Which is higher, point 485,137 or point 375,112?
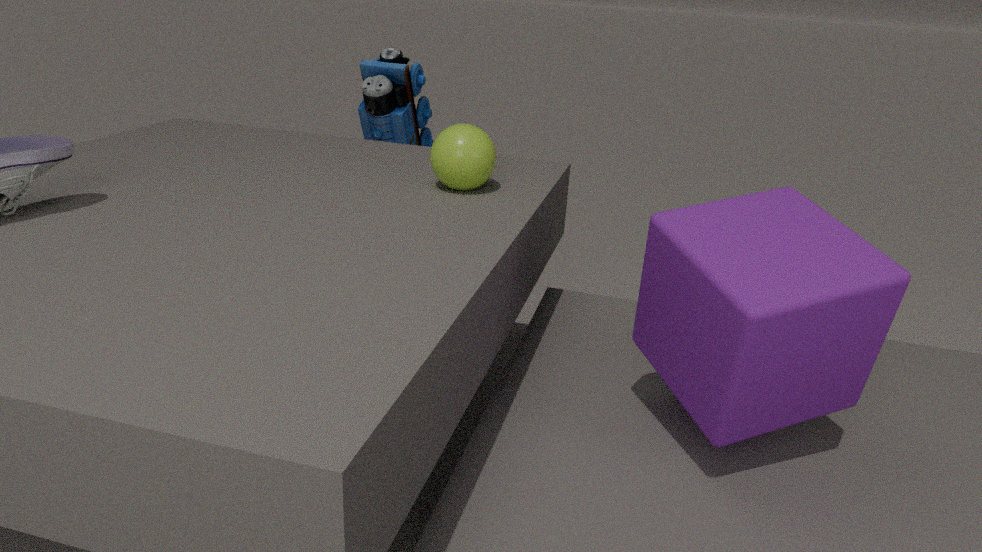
point 485,137
